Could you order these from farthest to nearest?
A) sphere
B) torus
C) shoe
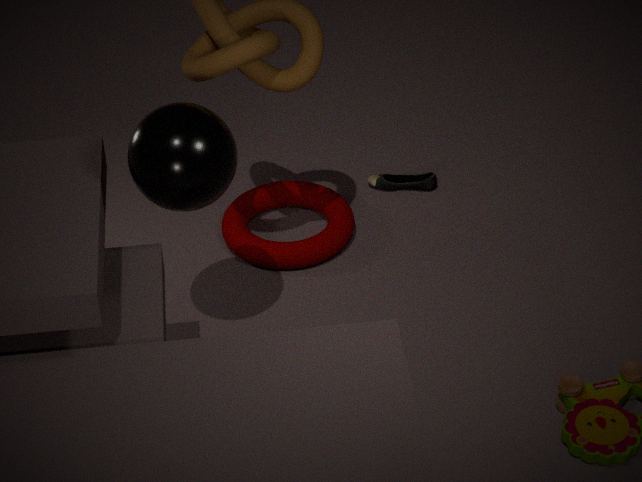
1. shoe
2. torus
3. sphere
